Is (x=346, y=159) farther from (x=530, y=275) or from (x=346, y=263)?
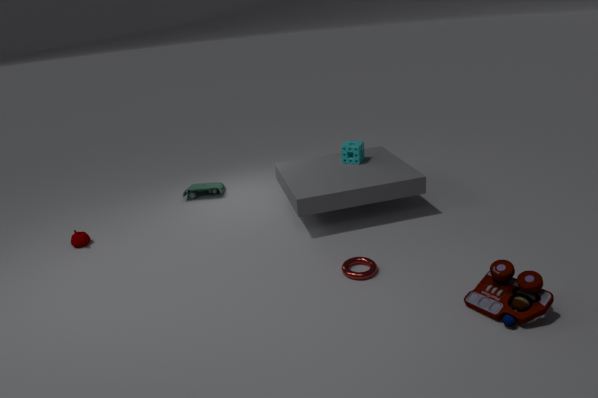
(x=530, y=275)
